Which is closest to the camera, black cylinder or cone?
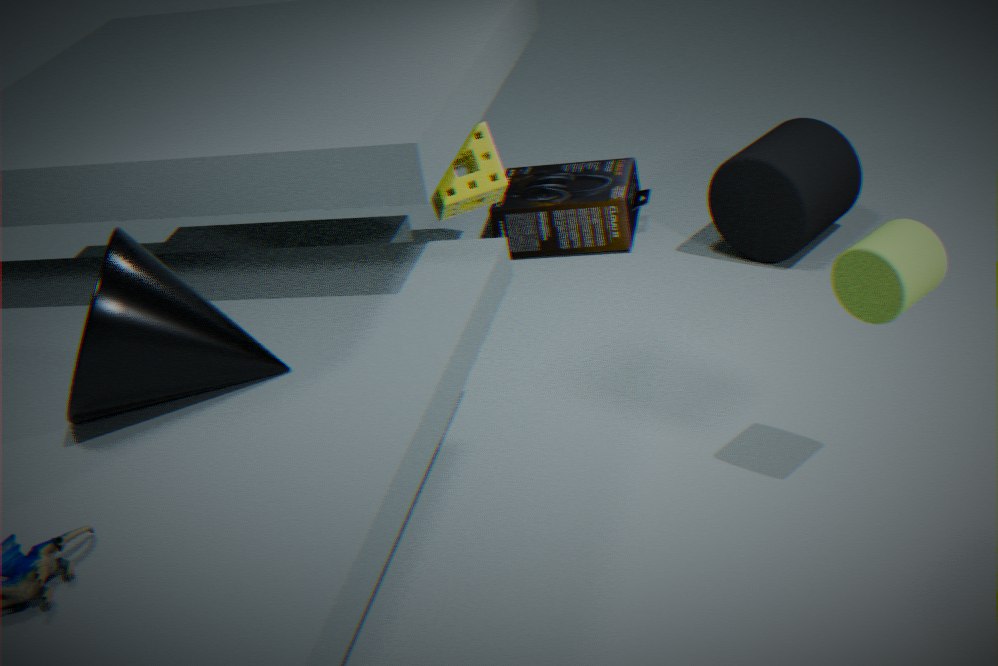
cone
